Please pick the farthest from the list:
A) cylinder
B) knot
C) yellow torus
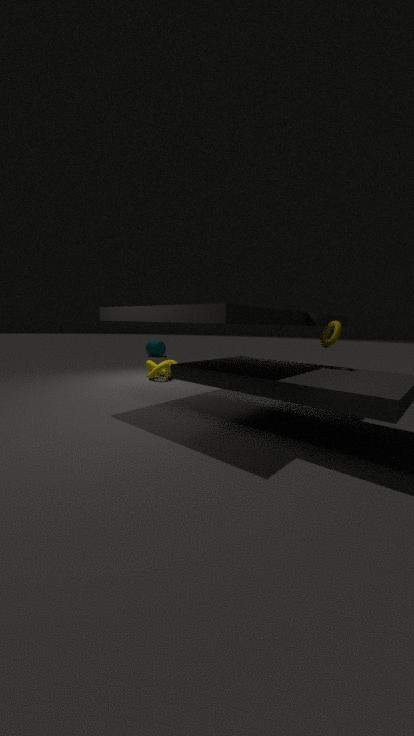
cylinder
